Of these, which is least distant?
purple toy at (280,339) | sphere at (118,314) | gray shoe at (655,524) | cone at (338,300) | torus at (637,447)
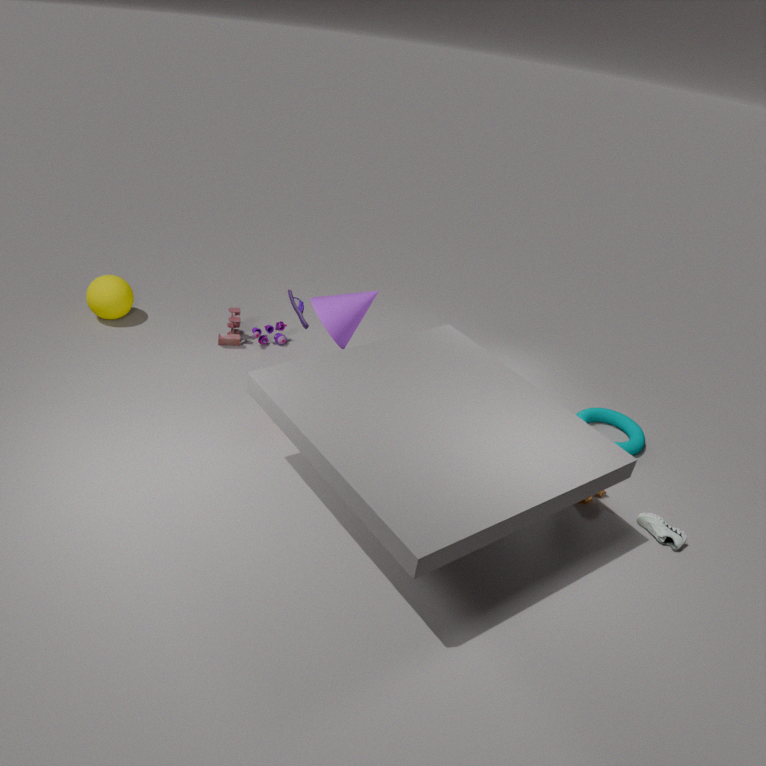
gray shoe at (655,524)
